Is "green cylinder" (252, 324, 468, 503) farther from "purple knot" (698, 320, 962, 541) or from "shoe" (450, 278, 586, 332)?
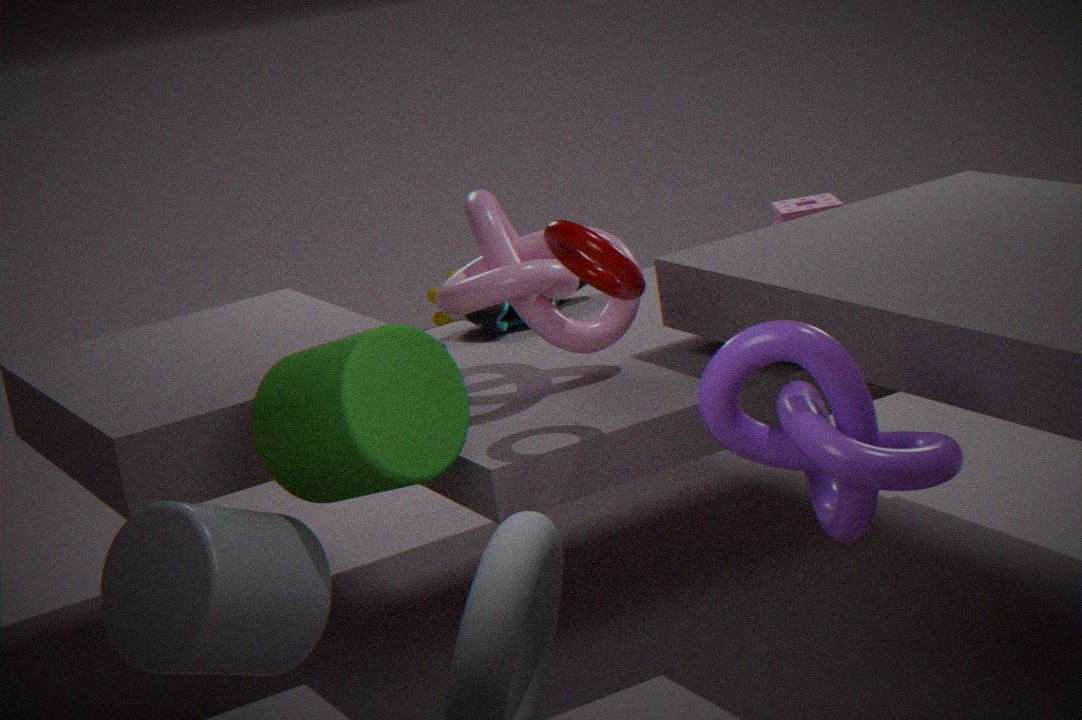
"shoe" (450, 278, 586, 332)
